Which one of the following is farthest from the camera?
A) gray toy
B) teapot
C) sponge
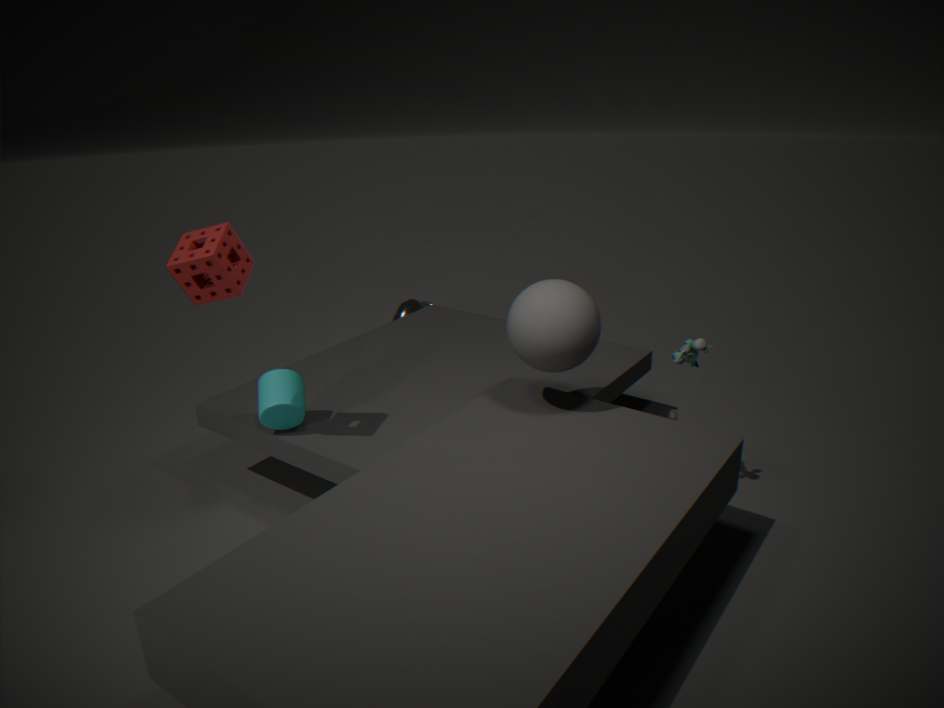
teapot
